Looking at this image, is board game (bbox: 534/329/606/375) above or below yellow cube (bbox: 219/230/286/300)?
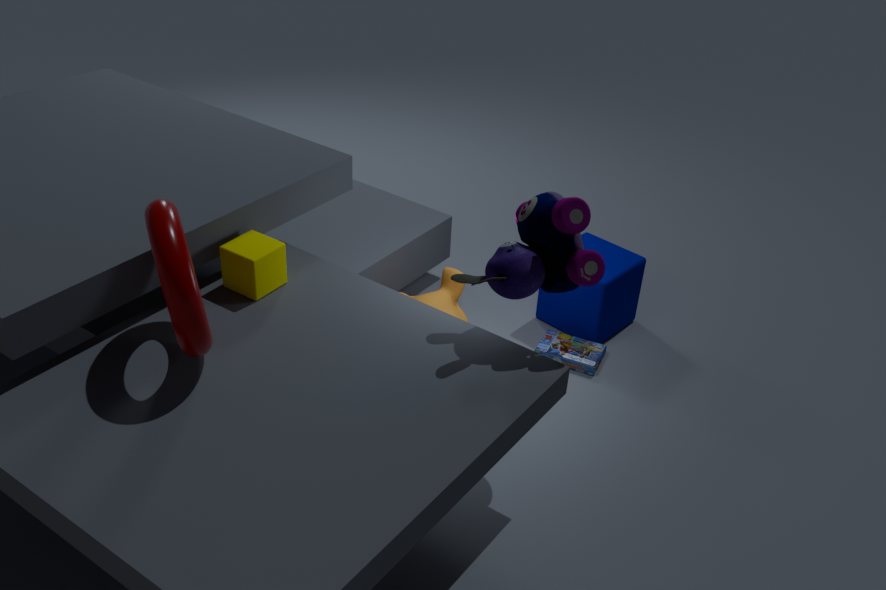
below
